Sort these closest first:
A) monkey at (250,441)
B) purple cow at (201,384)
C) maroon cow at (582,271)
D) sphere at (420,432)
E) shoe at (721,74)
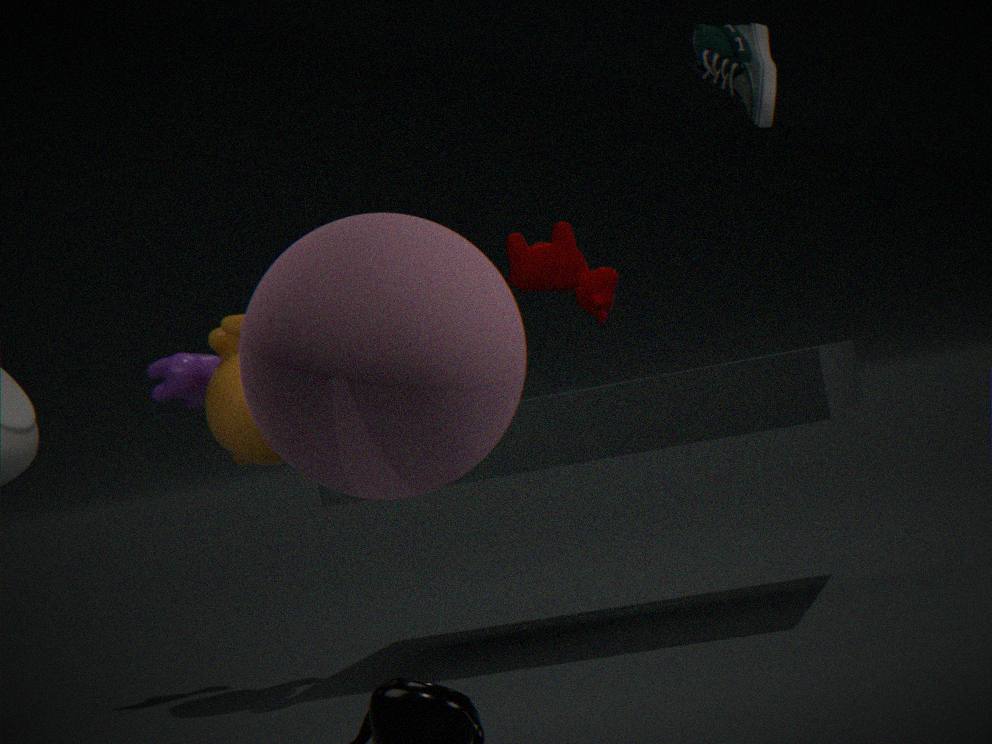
sphere at (420,432) < shoe at (721,74) < monkey at (250,441) < maroon cow at (582,271) < purple cow at (201,384)
